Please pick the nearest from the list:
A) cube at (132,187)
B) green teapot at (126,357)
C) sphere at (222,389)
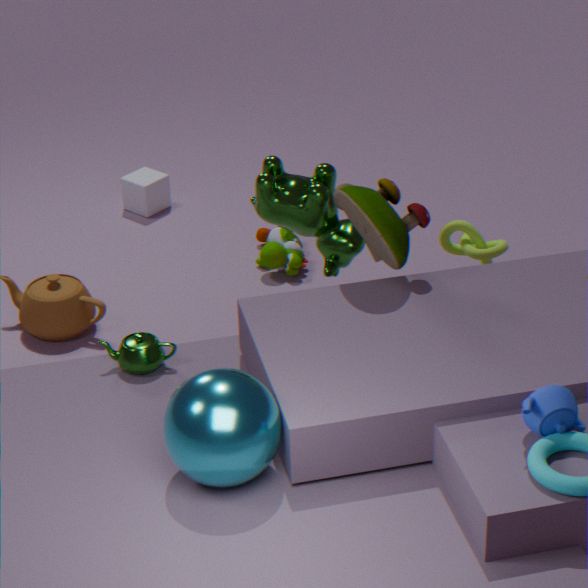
sphere at (222,389)
